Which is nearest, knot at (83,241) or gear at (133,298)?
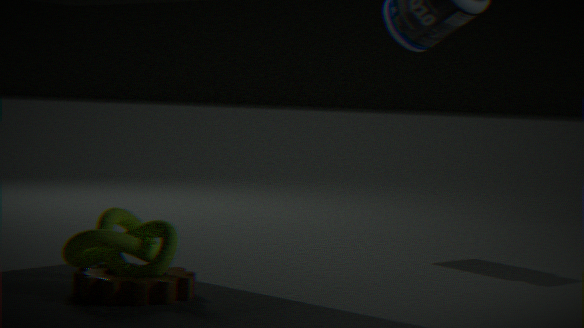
gear at (133,298)
